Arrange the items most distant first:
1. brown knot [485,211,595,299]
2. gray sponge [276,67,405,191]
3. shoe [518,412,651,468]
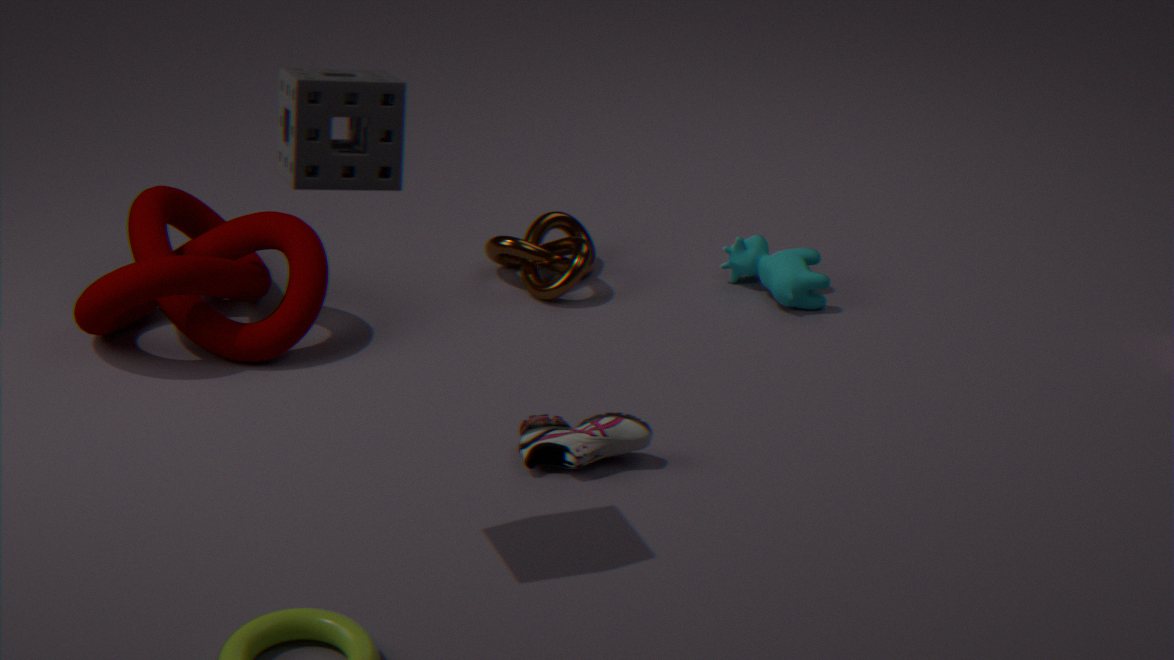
brown knot [485,211,595,299], shoe [518,412,651,468], gray sponge [276,67,405,191]
